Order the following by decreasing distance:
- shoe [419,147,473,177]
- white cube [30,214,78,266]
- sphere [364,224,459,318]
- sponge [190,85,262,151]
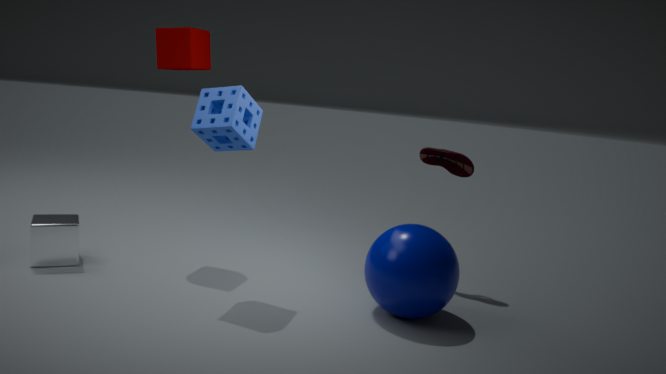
shoe [419,147,473,177] → white cube [30,214,78,266] → sponge [190,85,262,151] → sphere [364,224,459,318]
